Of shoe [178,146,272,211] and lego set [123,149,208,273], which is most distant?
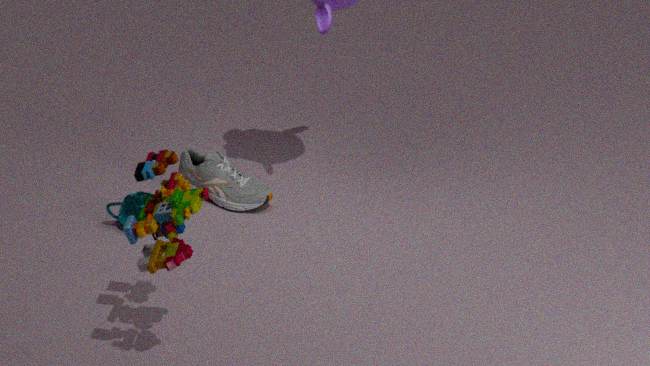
shoe [178,146,272,211]
